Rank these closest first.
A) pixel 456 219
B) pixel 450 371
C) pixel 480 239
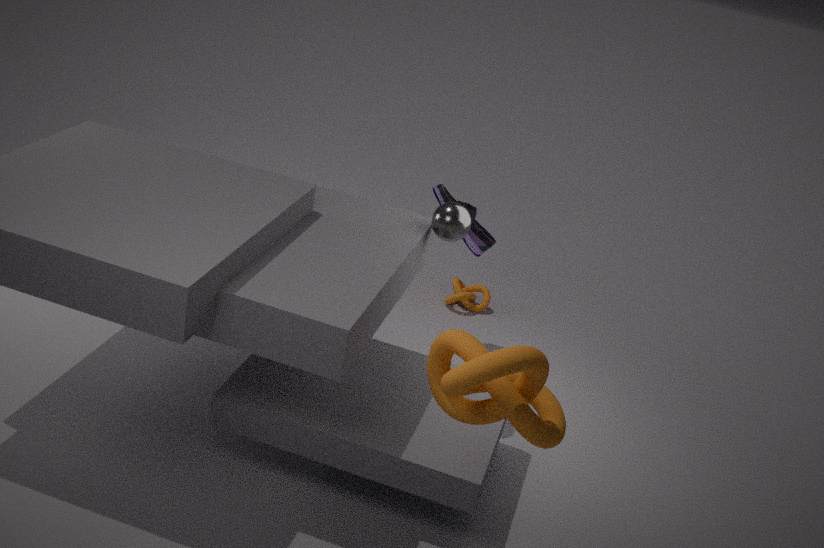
pixel 450 371
pixel 456 219
pixel 480 239
